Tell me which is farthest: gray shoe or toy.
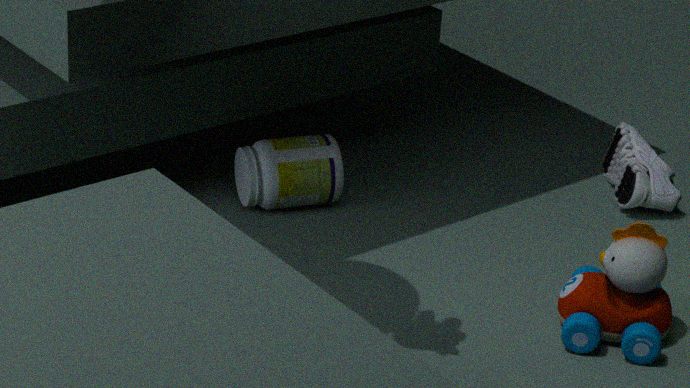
gray shoe
